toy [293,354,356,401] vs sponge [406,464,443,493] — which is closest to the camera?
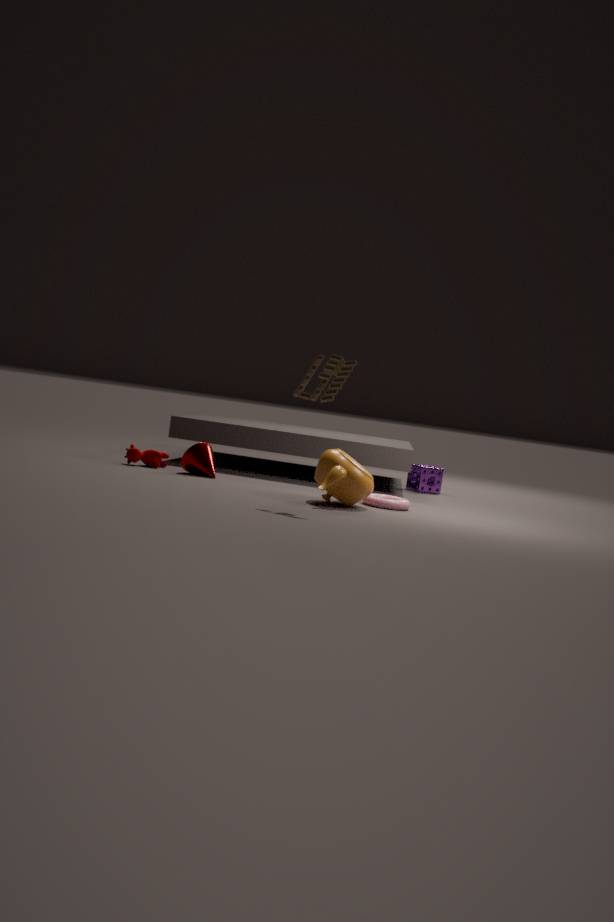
toy [293,354,356,401]
